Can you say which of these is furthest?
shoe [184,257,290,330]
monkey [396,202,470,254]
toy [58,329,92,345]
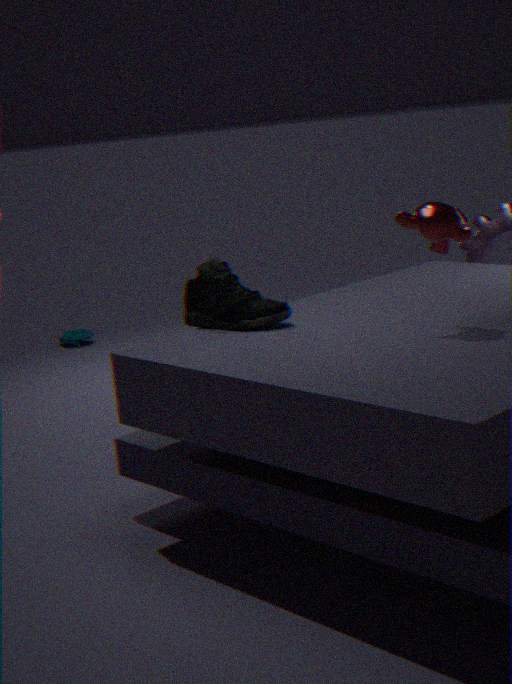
toy [58,329,92,345]
